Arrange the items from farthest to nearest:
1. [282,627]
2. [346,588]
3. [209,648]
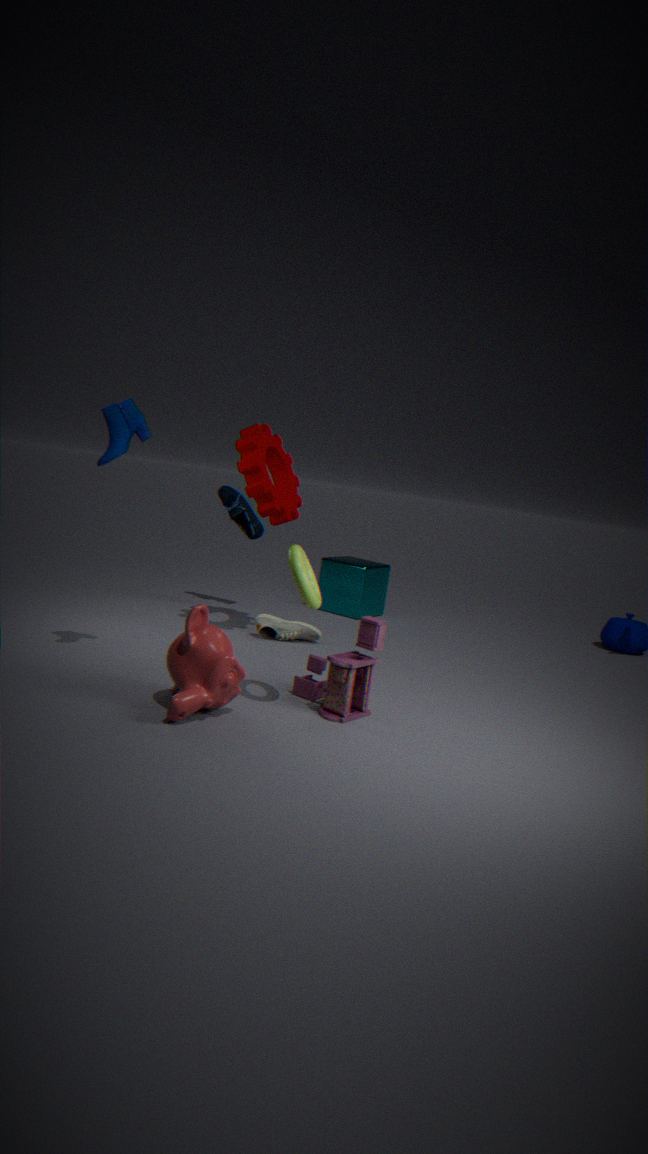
[346,588] → [282,627] → [209,648]
